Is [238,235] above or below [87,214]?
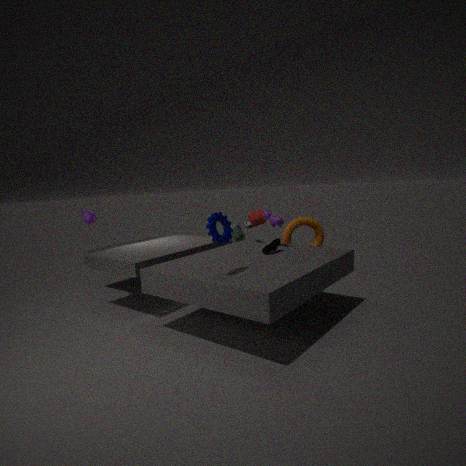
below
